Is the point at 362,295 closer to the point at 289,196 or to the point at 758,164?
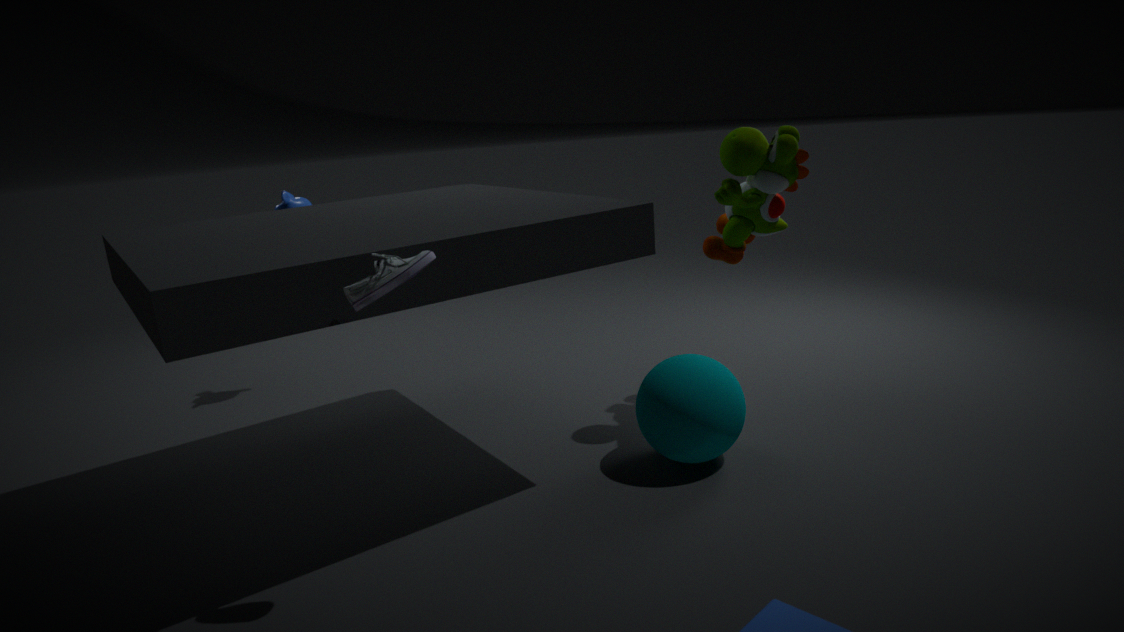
the point at 758,164
